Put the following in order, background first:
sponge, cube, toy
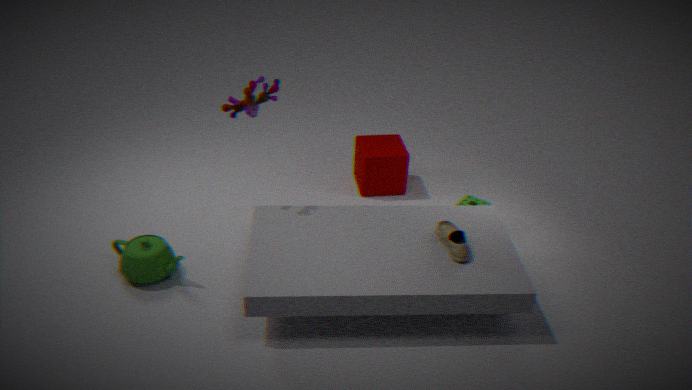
cube → sponge → toy
